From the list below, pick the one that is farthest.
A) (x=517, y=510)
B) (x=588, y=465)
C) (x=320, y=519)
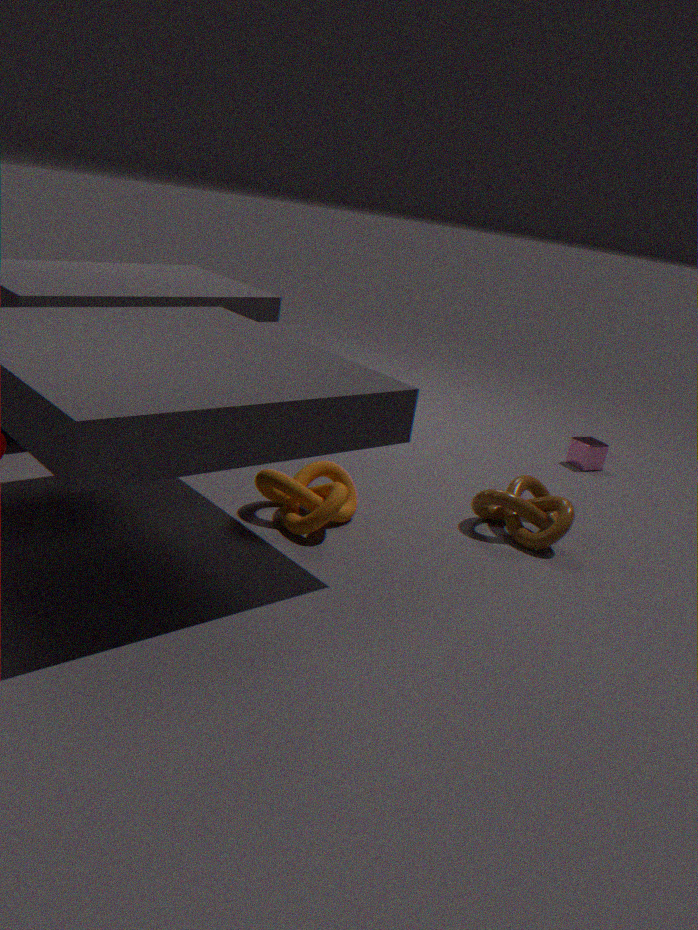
(x=588, y=465)
